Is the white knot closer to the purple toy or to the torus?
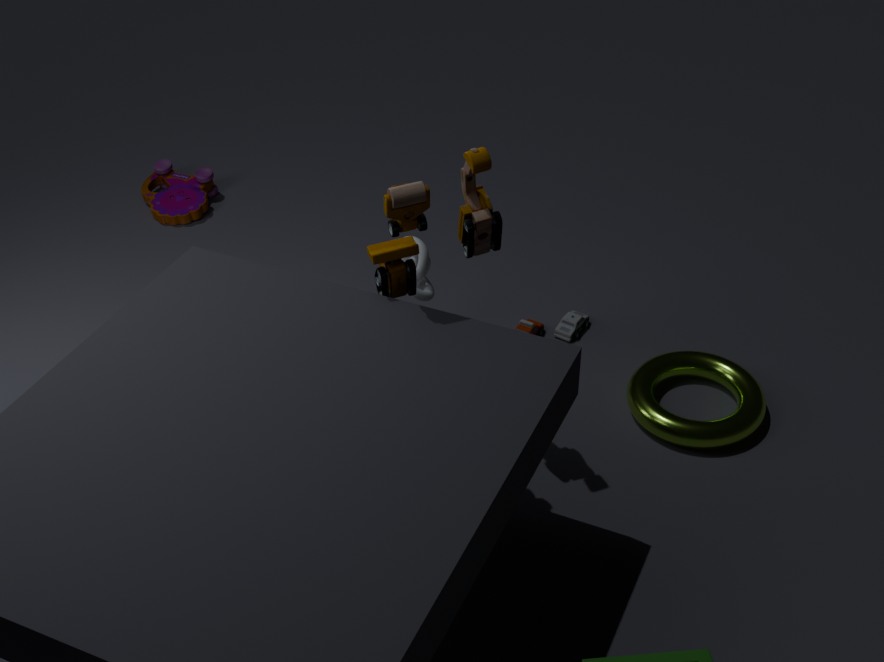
the torus
